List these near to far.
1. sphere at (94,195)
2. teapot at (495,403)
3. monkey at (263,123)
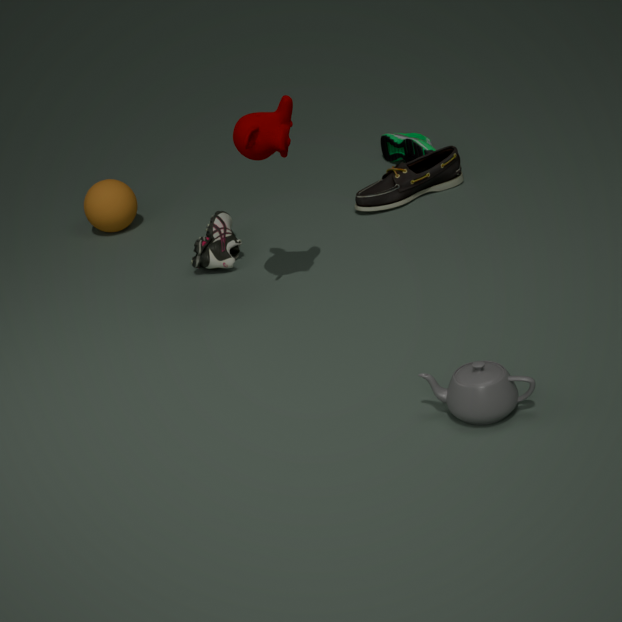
teapot at (495,403) < monkey at (263,123) < sphere at (94,195)
